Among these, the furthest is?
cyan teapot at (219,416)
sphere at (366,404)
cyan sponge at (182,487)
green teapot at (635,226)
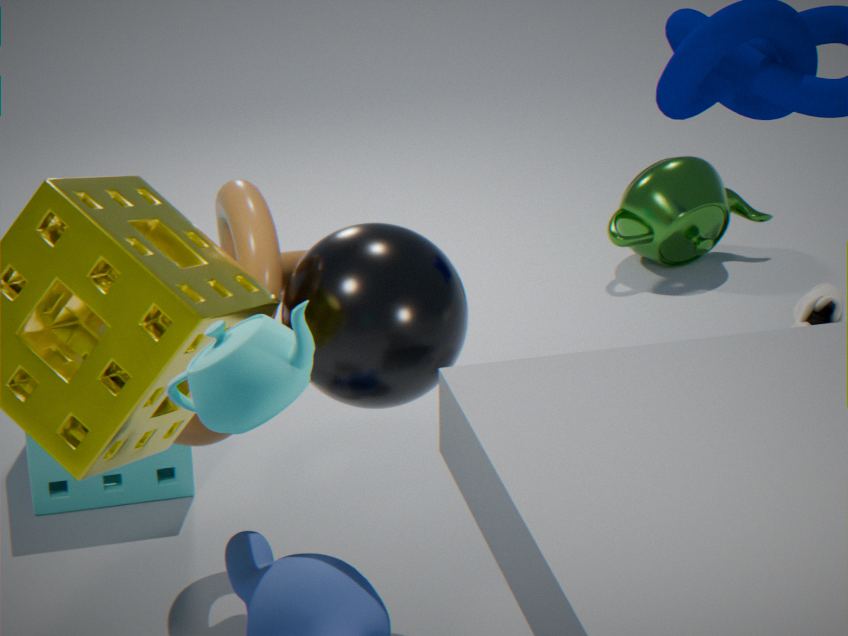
green teapot at (635,226)
